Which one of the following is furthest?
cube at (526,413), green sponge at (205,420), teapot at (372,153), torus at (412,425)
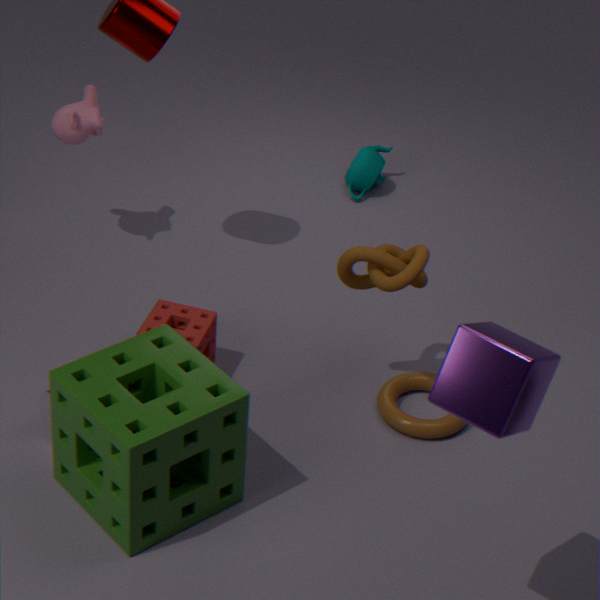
teapot at (372,153)
